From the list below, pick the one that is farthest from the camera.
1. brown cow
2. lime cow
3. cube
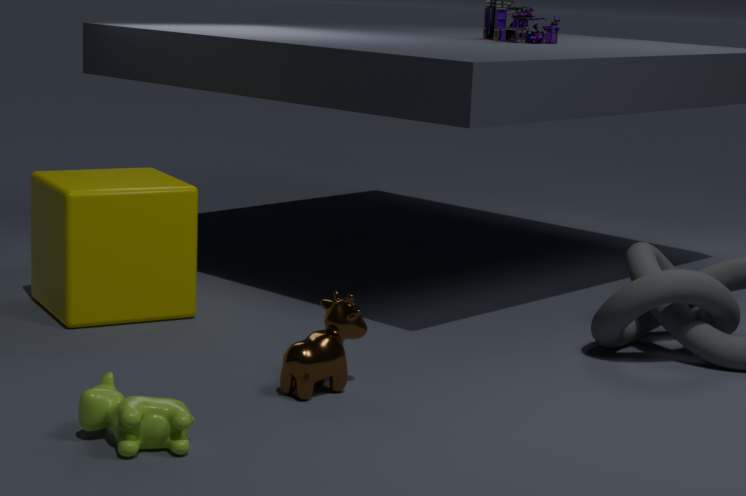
cube
